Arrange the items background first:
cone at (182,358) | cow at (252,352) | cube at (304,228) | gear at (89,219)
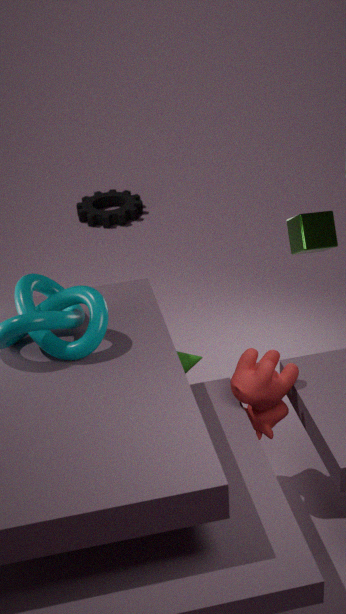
gear at (89,219) → cone at (182,358) → cube at (304,228) → cow at (252,352)
